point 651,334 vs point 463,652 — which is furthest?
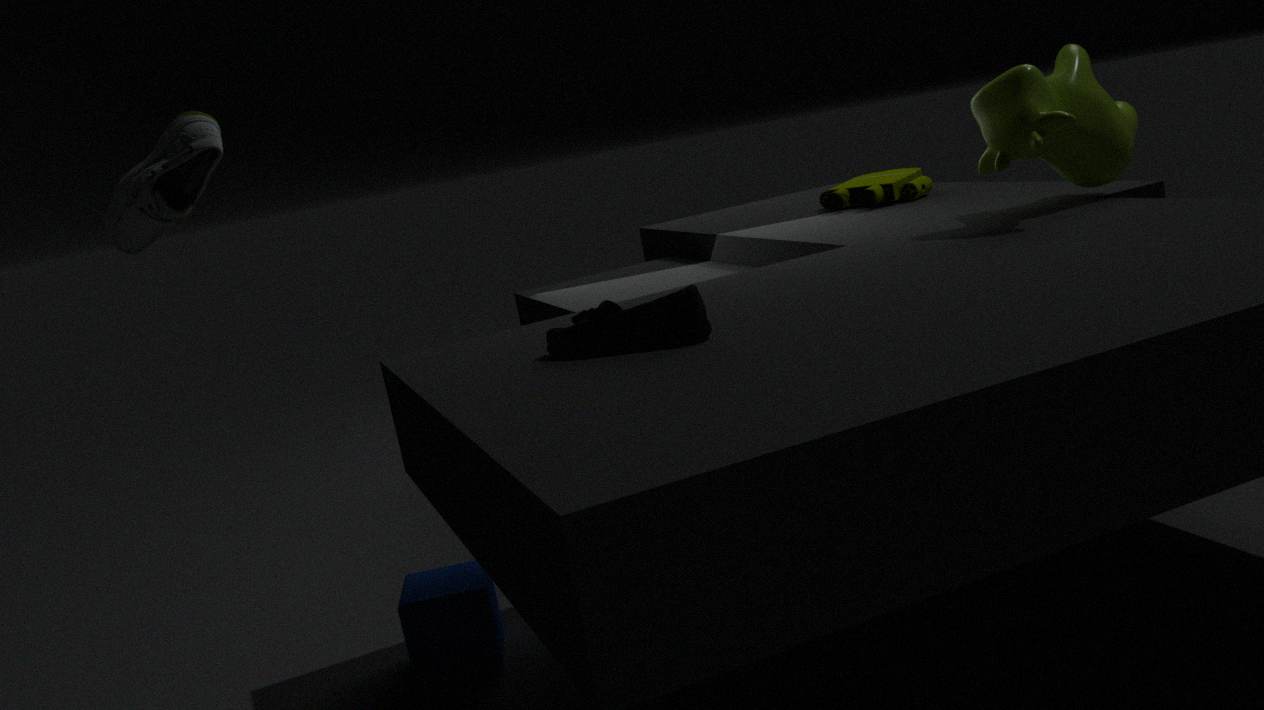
point 463,652
